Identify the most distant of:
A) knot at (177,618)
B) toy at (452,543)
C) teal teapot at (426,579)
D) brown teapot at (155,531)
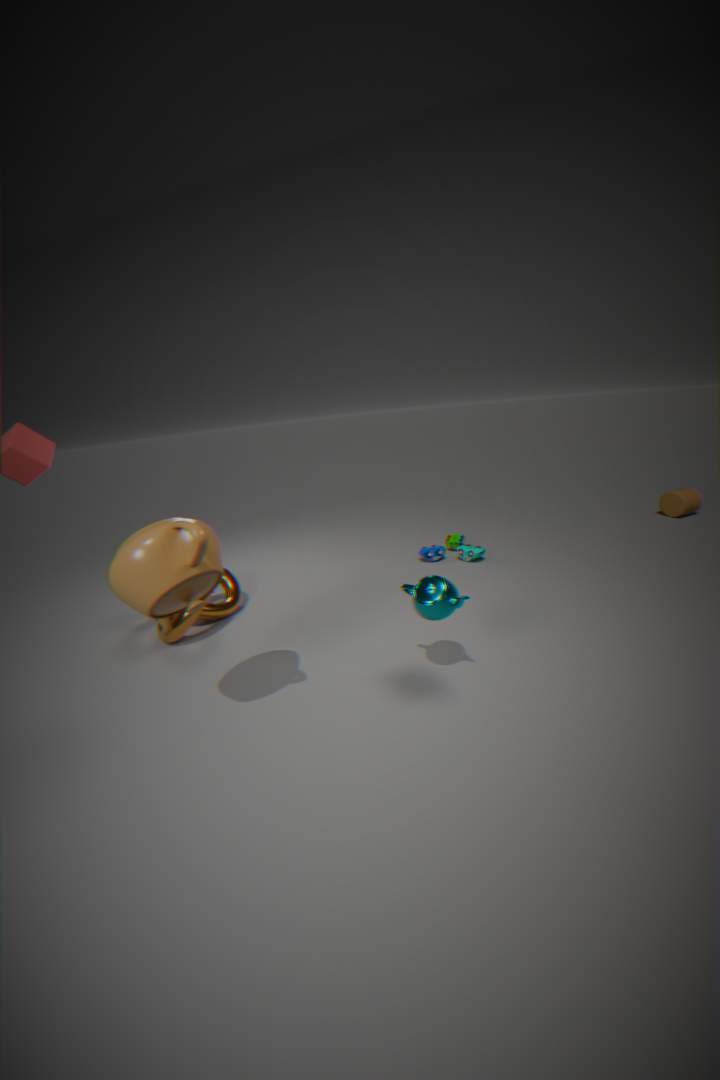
toy at (452,543)
